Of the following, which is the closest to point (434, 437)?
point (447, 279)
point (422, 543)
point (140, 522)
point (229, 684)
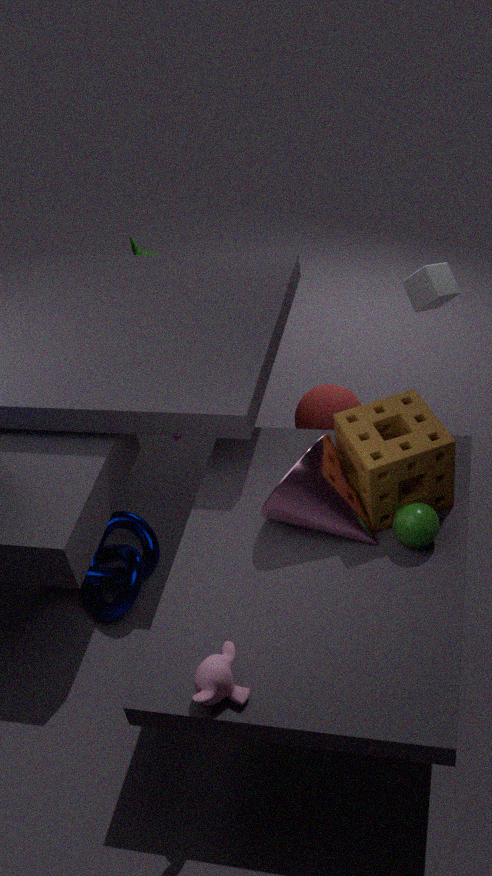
point (422, 543)
